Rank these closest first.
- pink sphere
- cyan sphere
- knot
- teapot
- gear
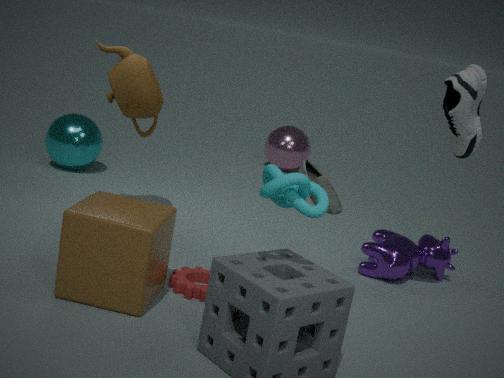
knot
gear
teapot
cyan sphere
pink sphere
